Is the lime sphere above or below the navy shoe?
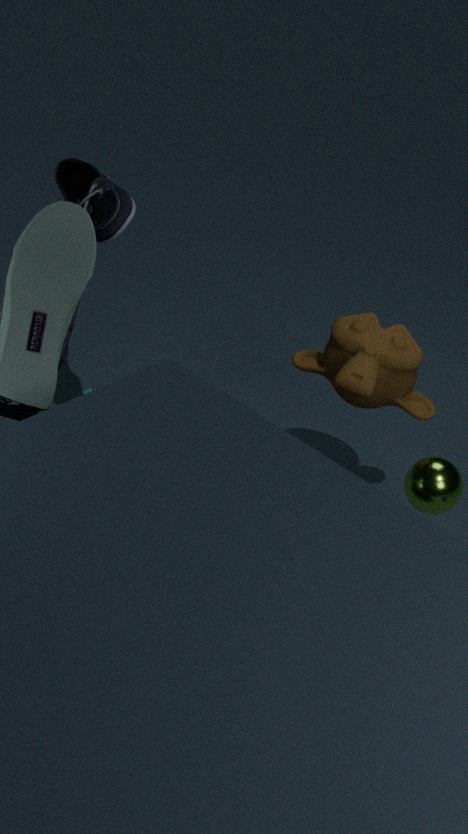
below
